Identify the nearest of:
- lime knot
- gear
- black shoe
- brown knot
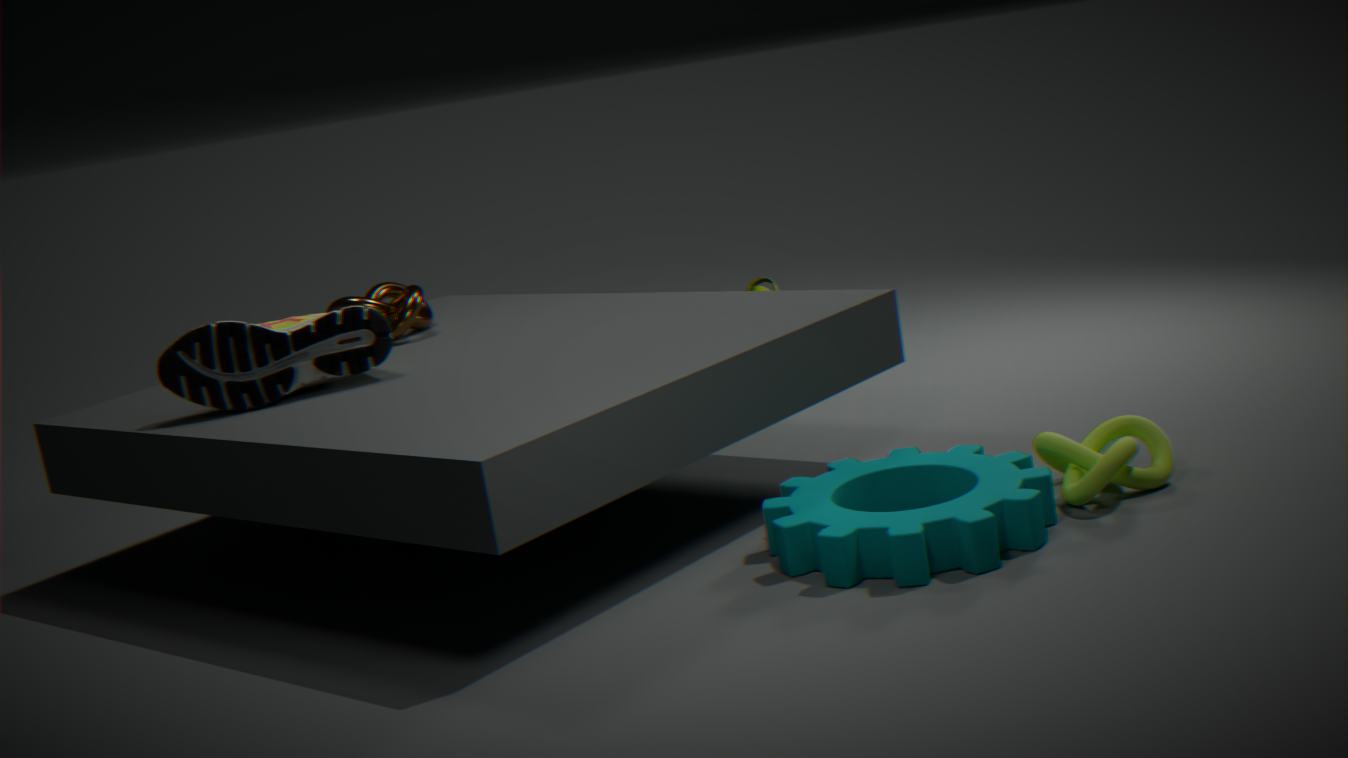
gear
